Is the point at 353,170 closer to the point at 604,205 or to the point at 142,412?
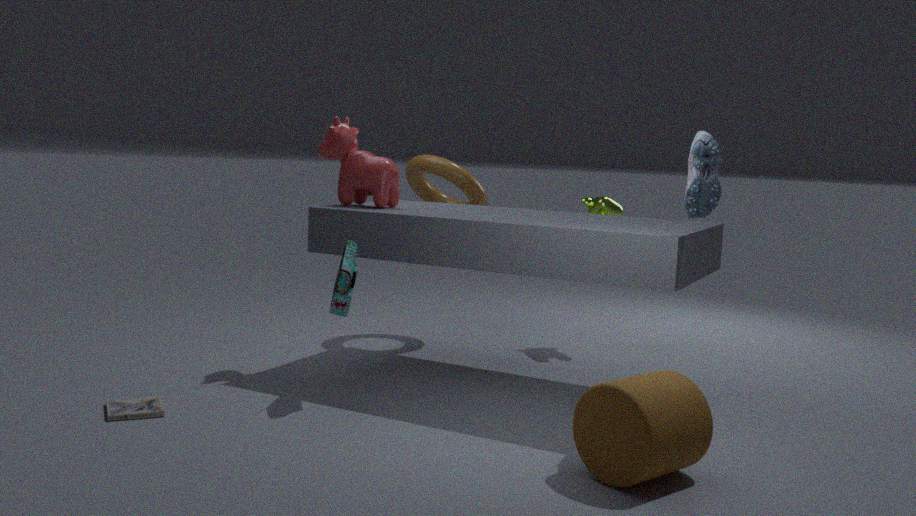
the point at 604,205
